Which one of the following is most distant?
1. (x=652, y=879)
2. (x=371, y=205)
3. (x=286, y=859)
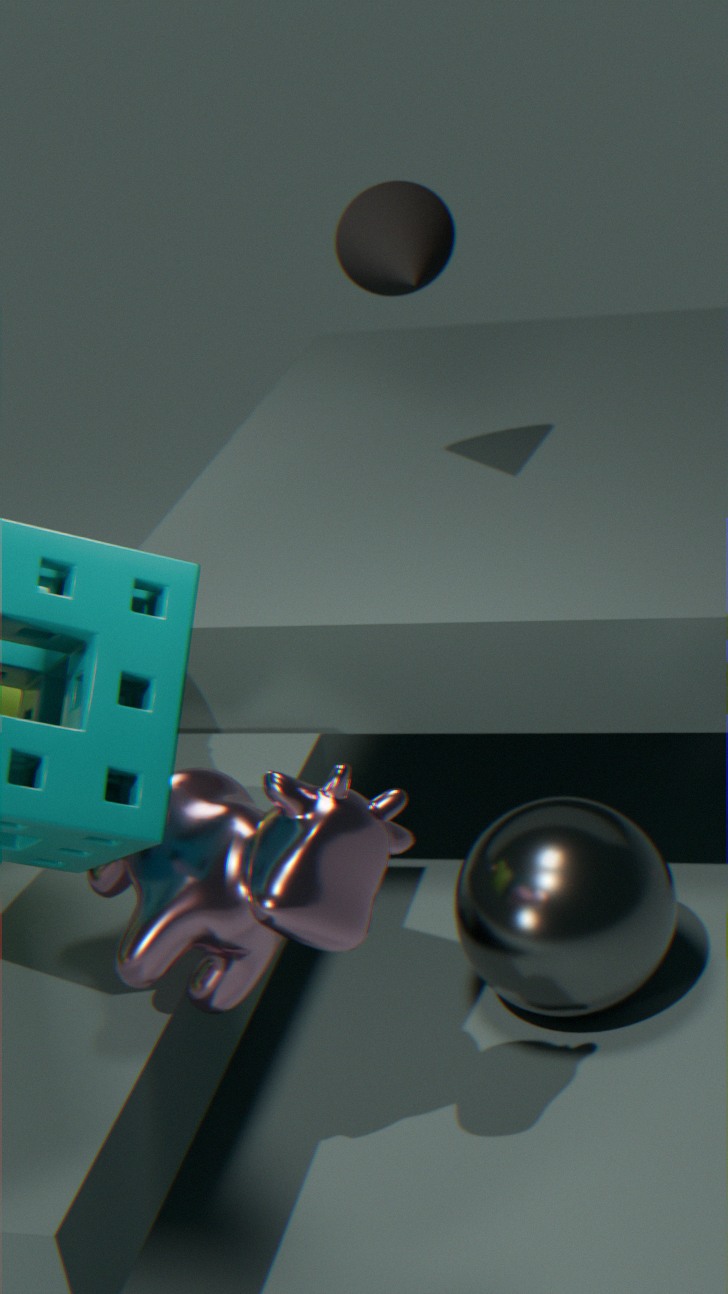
(x=371, y=205)
